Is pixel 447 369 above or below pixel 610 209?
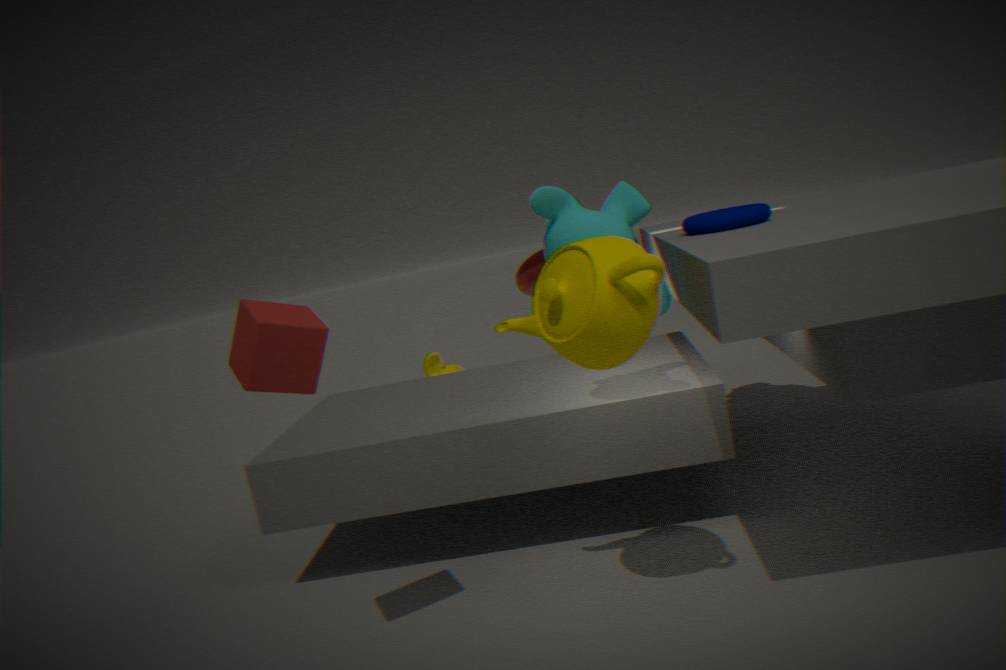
below
